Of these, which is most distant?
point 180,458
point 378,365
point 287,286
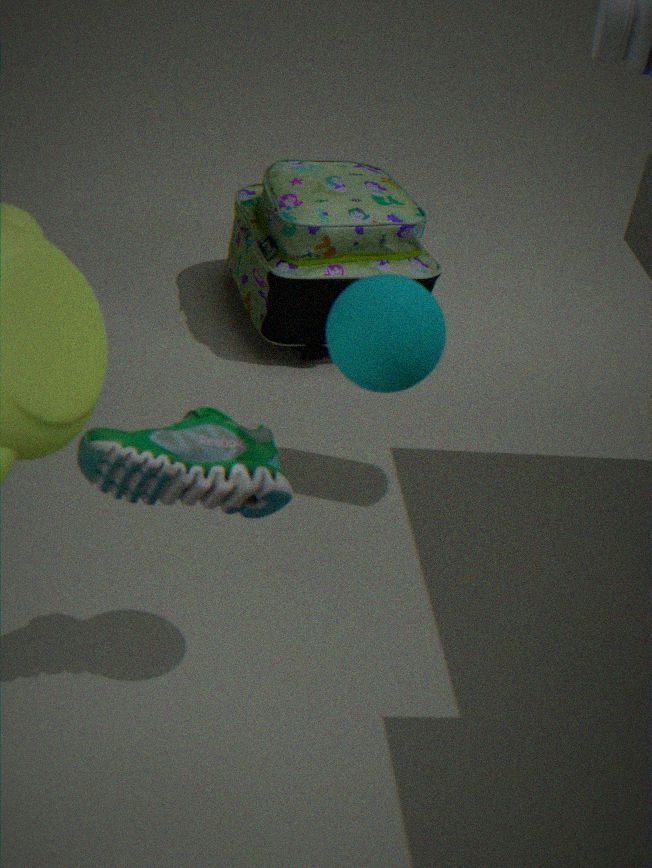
point 287,286
